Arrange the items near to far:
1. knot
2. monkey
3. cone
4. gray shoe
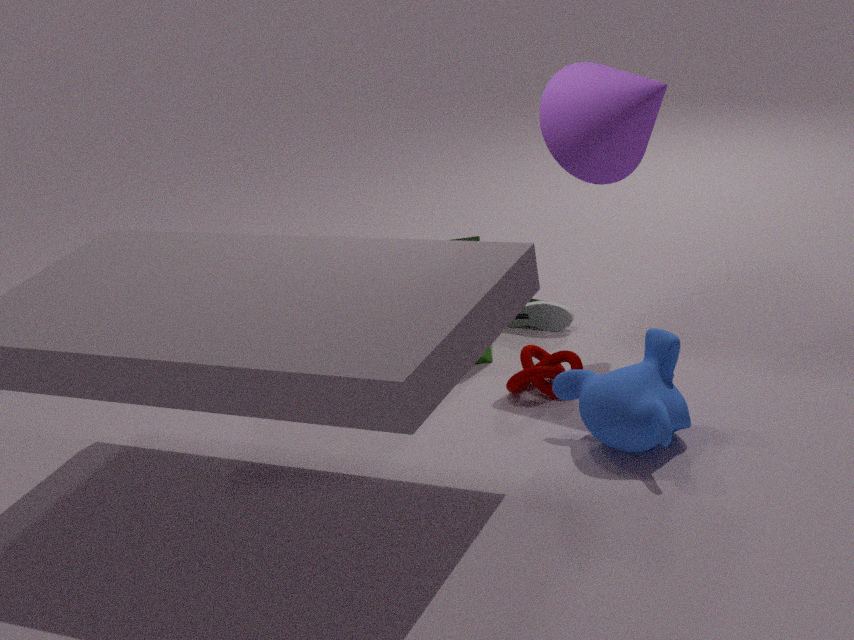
monkey < cone < knot < gray shoe
